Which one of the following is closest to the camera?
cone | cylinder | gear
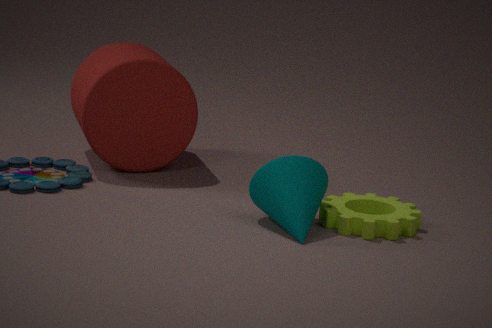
cone
